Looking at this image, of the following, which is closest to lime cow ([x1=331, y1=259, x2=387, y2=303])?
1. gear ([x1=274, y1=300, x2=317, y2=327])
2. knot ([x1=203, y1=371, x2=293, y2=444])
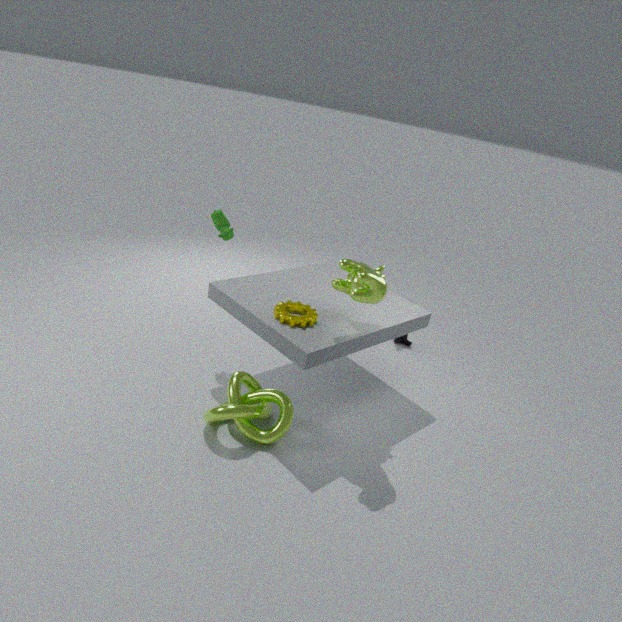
gear ([x1=274, y1=300, x2=317, y2=327])
